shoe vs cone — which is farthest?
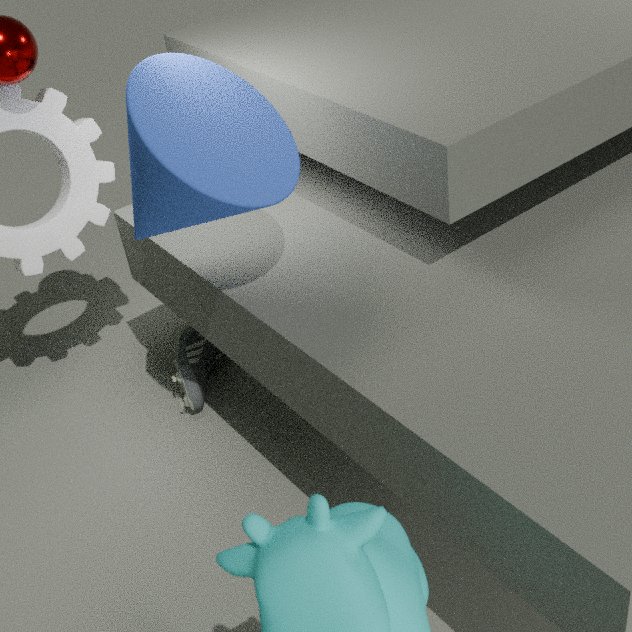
shoe
